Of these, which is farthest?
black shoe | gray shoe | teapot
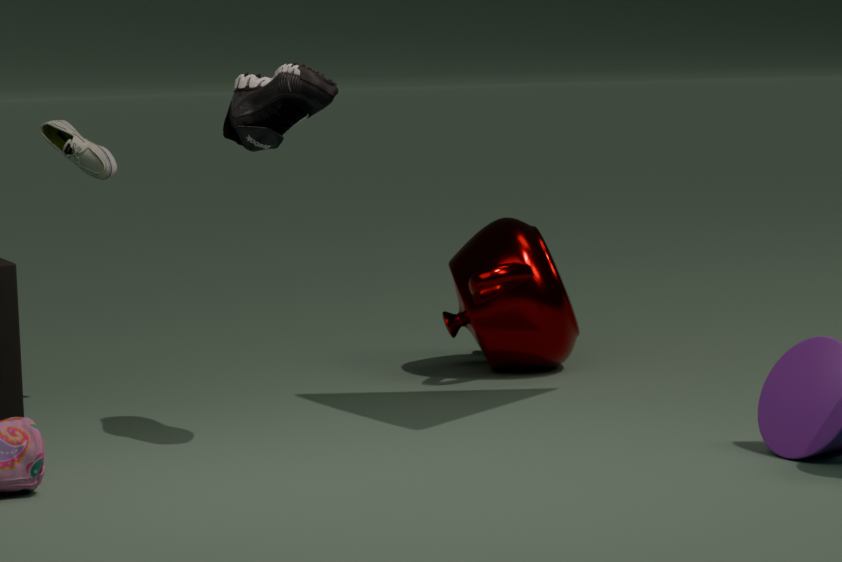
teapot
